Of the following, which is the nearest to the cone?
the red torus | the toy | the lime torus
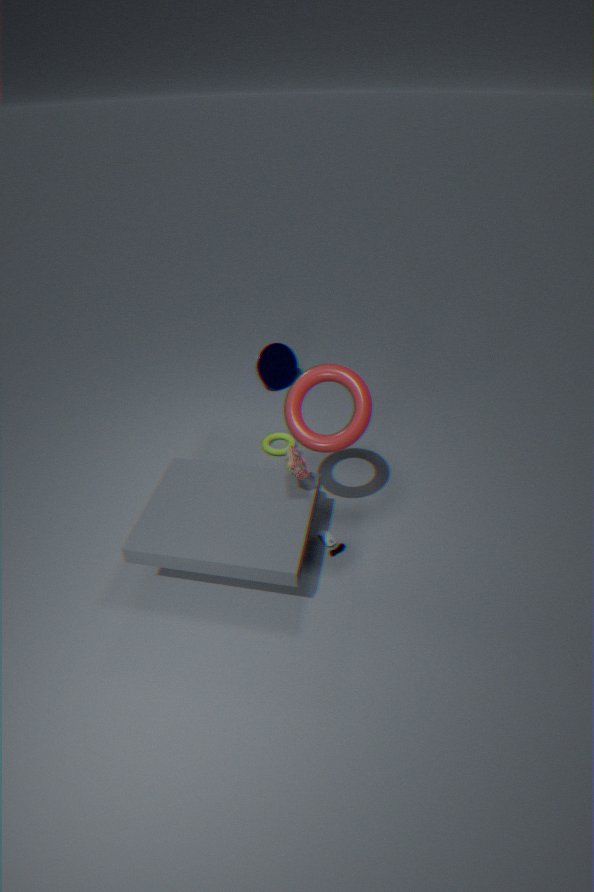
the lime torus
